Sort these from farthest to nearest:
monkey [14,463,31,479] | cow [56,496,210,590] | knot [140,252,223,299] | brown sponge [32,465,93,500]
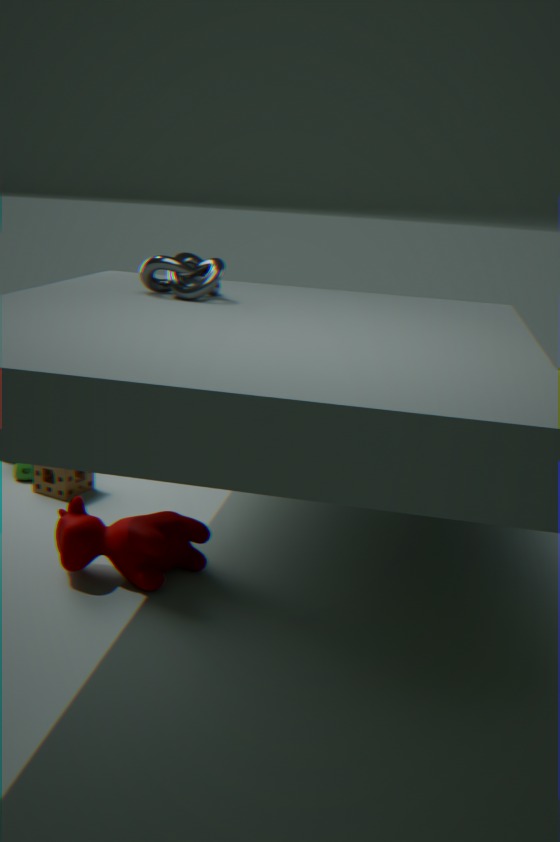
monkey [14,463,31,479]
brown sponge [32,465,93,500]
cow [56,496,210,590]
knot [140,252,223,299]
